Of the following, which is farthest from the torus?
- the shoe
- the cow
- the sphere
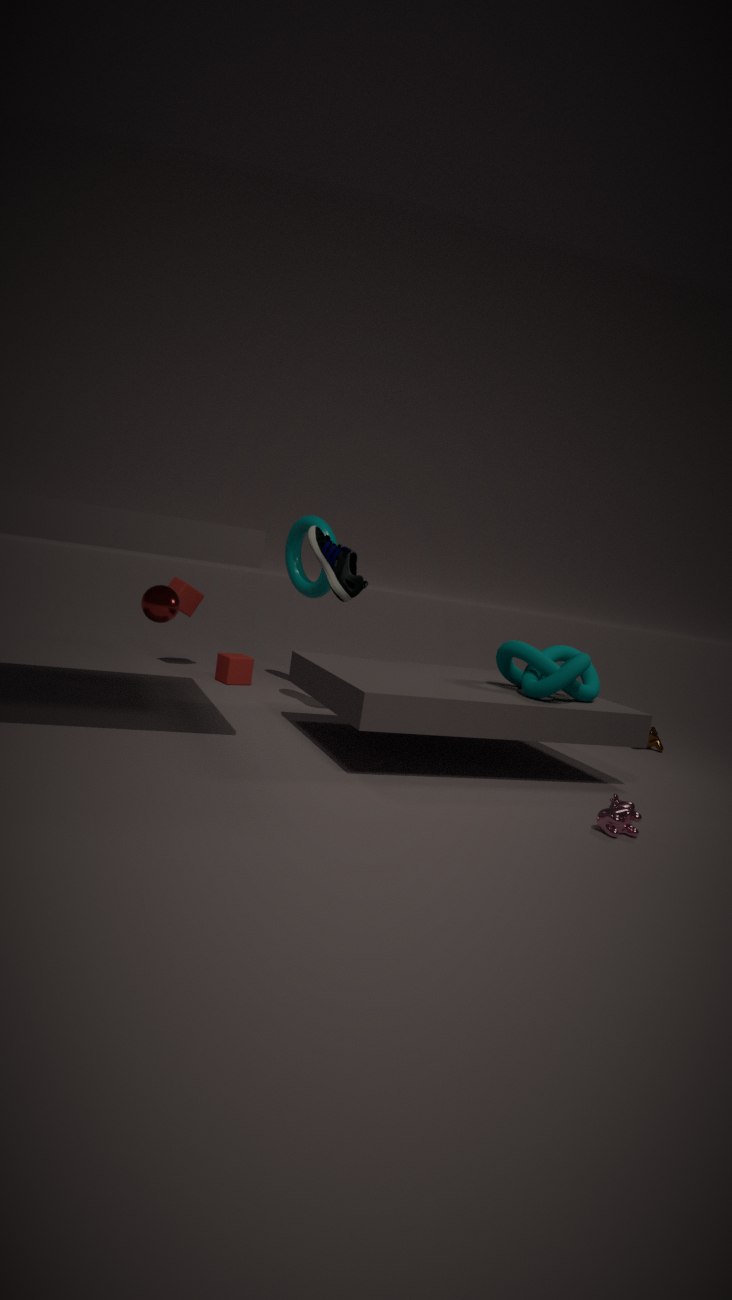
the cow
